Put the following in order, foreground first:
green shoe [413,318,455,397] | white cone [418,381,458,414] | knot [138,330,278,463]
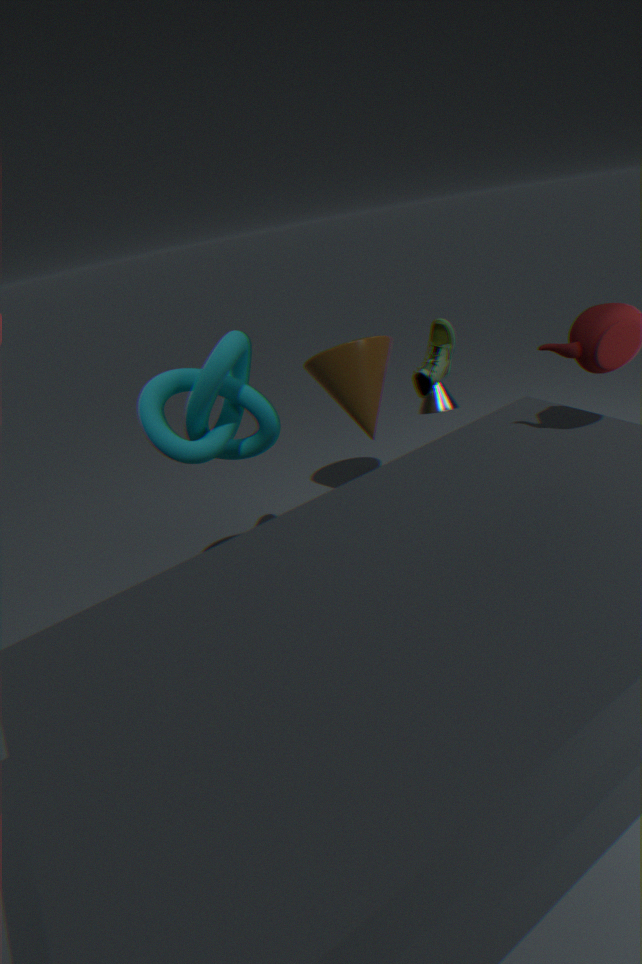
knot [138,330,278,463], green shoe [413,318,455,397], white cone [418,381,458,414]
